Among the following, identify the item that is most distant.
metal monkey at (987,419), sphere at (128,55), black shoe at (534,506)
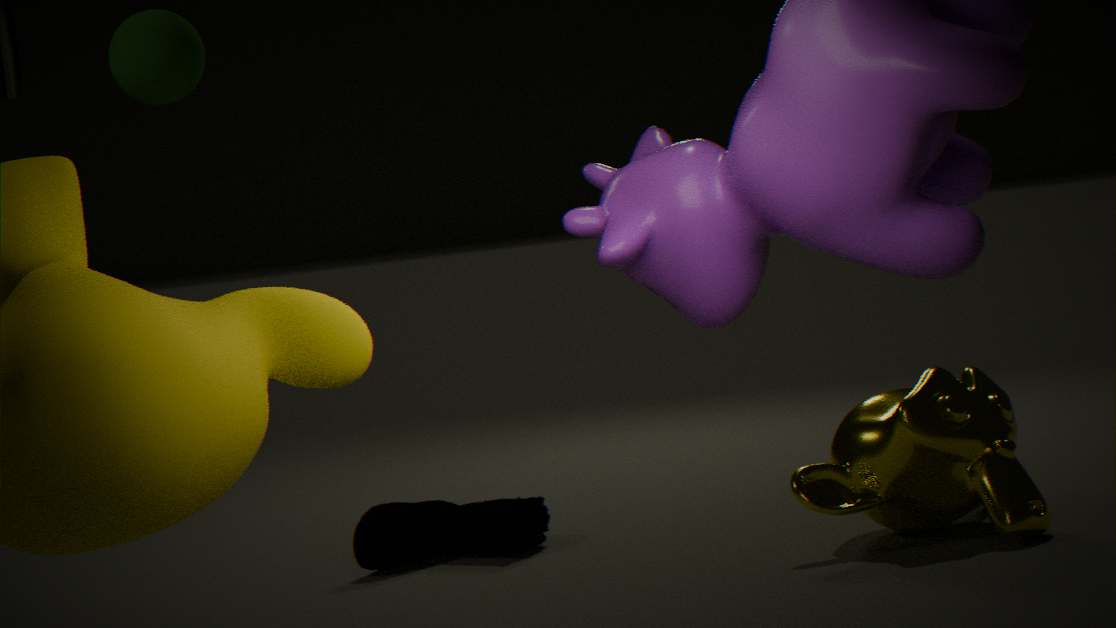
black shoe at (534,506)
